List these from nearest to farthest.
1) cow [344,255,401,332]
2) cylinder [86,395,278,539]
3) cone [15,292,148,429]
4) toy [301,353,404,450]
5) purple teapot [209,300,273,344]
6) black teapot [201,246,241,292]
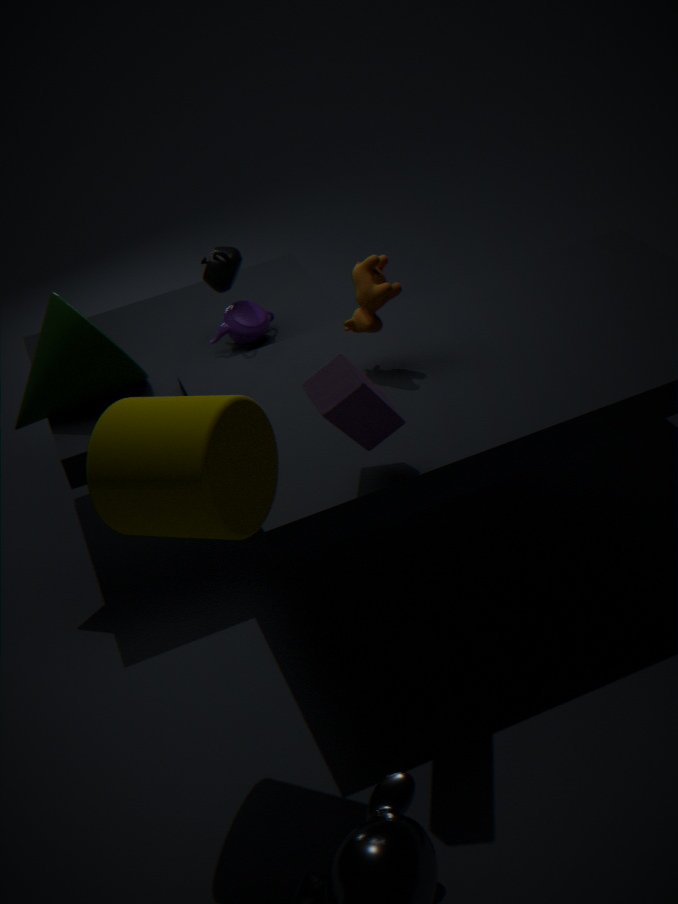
2. cylinder [86,395,278,539], 4. toy [301,353,404,450], 1. cow [344,255,401,332], 3. cone [15,292,148,429], 6. black teapot [201,246,241,292], 5. purple teapot [209,300,273,344]
